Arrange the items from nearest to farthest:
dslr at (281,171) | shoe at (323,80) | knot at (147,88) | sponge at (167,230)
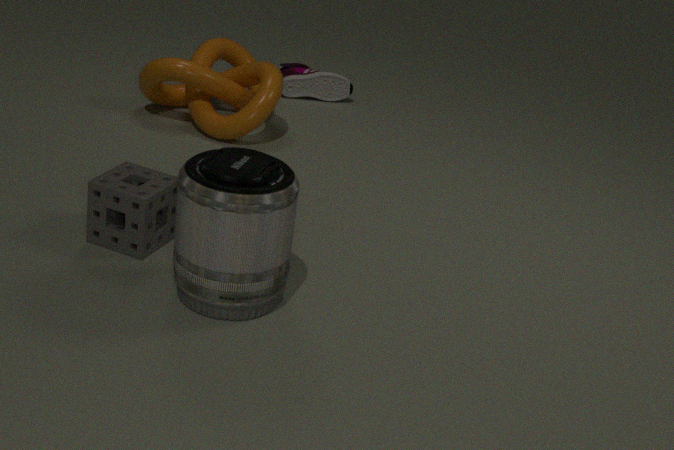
1. dslr at (281,171)
2. sponge at (167,230)
3. knot at (147,88)
4. shoe at (323,80)
